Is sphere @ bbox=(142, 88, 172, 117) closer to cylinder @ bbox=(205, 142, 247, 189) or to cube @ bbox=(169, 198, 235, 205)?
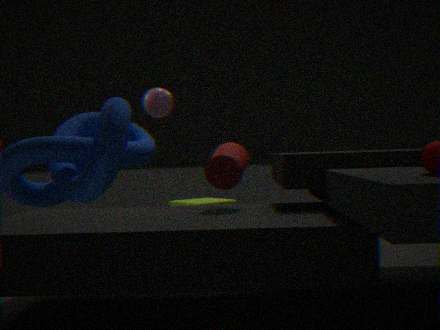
cylinder @ bbox=(205, 142, 247, 189)
